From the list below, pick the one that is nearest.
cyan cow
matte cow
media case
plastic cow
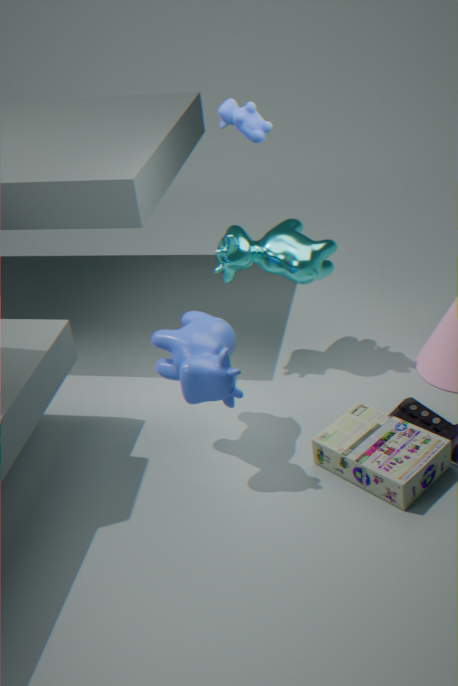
plastic cow
